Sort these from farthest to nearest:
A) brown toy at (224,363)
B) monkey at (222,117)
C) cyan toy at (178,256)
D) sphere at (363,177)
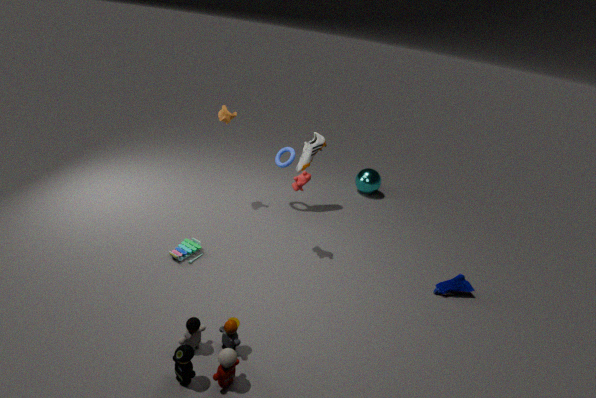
sphere at (363,177) < monkey at (222,117) < cyan toy at (178,256) < brown toy at (224,363)
